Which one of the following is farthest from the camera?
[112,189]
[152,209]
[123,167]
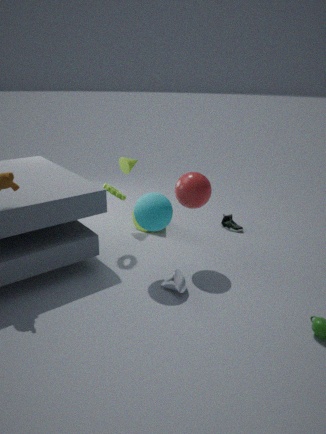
[123,167]
